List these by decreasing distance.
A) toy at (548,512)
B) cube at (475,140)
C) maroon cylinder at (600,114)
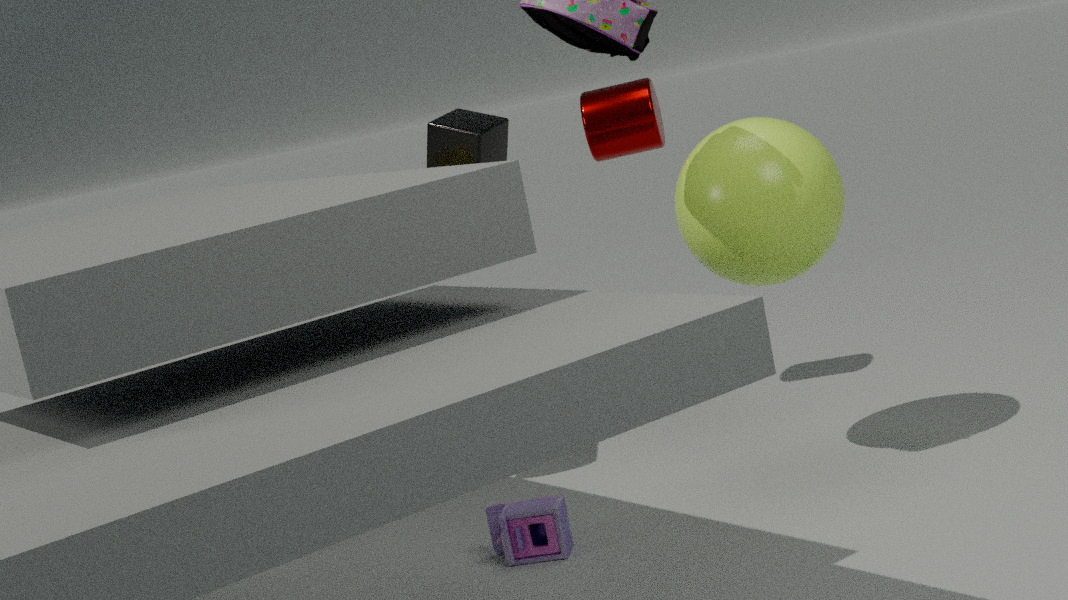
cube at (475,140) < maroon cylinder at (600,114) < toy at (548,512)
